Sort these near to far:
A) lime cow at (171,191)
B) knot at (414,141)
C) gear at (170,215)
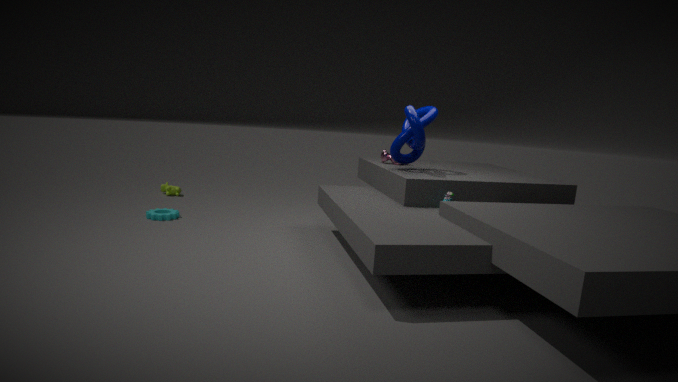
knot at (414,141) → gear at (170,215) → lime cow at (171,191)
